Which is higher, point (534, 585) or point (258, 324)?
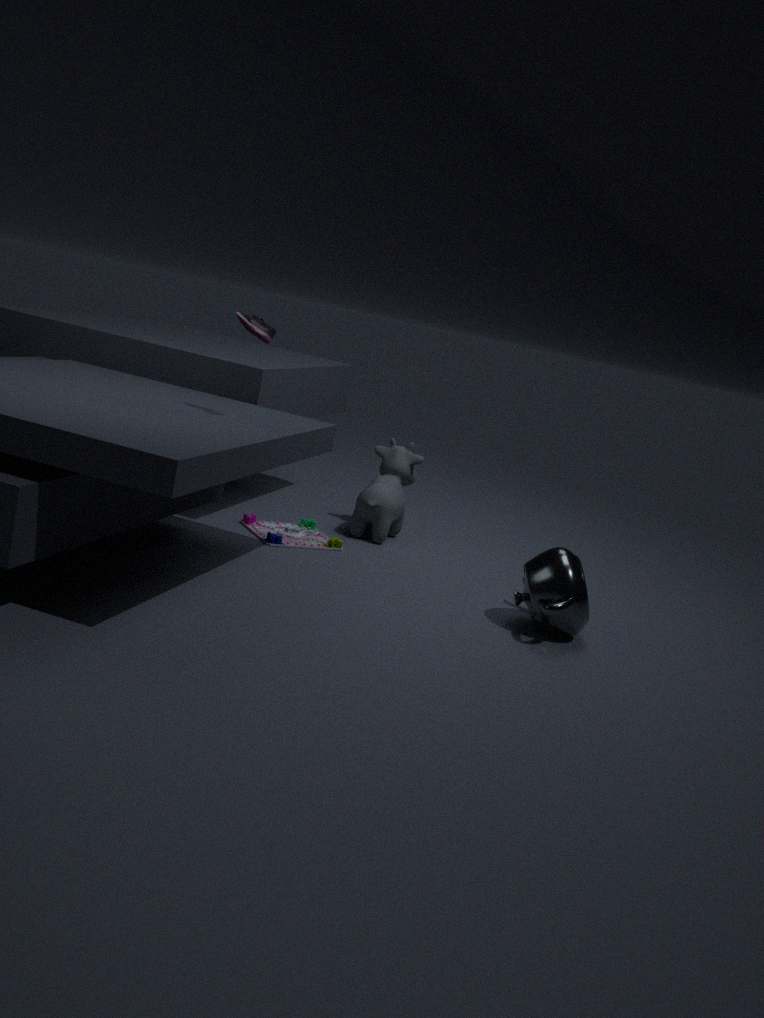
point (258, 324)
